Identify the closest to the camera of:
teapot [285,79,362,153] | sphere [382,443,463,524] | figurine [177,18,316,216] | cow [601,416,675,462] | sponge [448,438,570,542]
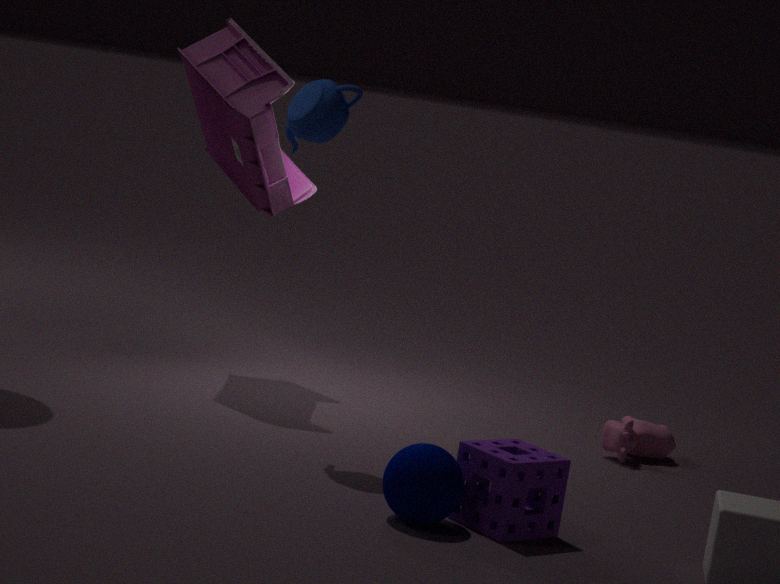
sphere [382,443,463,524]
